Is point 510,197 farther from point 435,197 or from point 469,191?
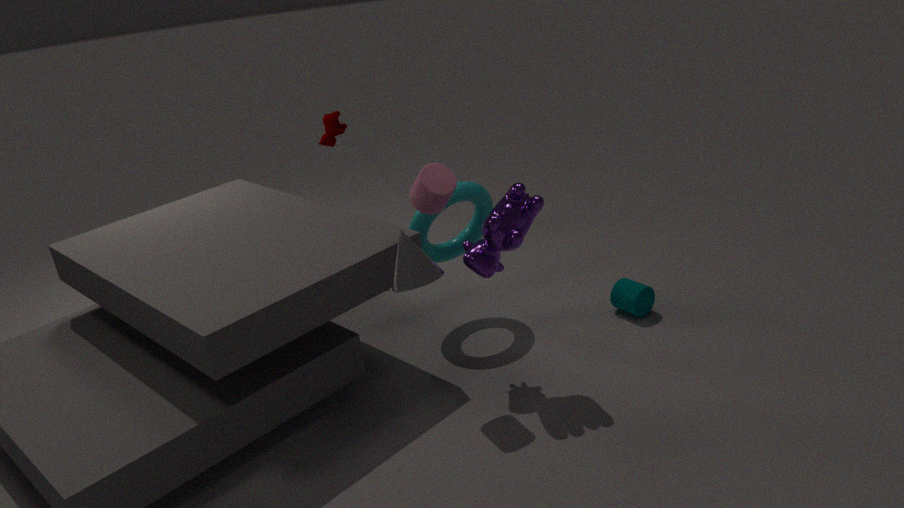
point 469,191
